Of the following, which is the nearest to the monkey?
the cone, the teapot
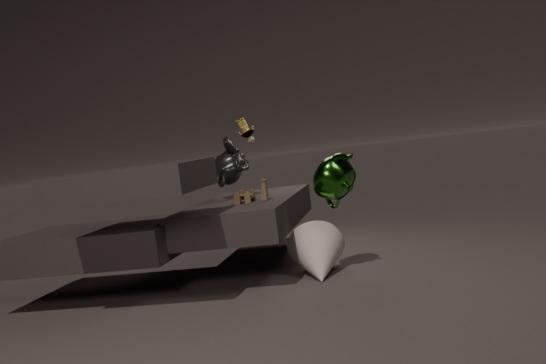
the cone
